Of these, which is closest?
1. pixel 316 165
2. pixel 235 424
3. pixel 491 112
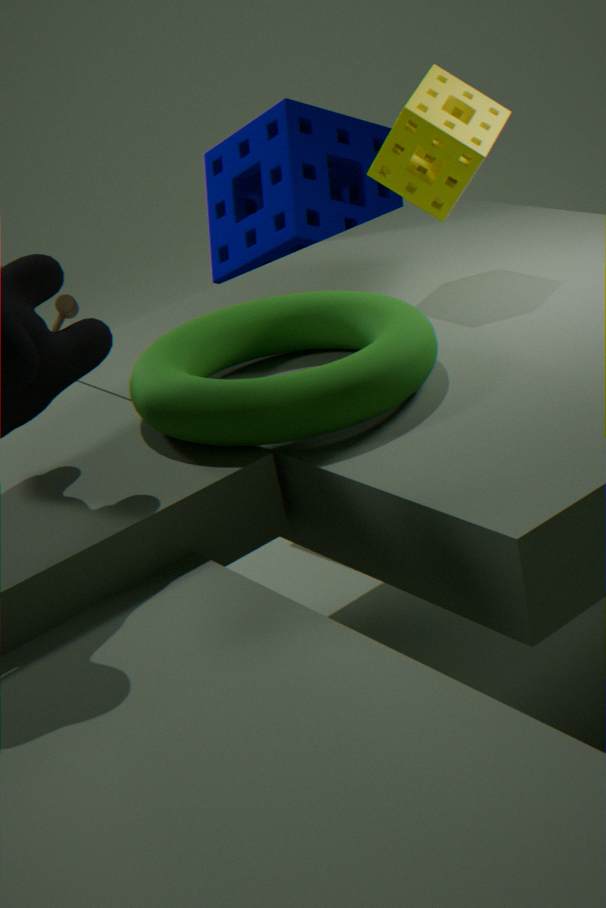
pixel 235 424
